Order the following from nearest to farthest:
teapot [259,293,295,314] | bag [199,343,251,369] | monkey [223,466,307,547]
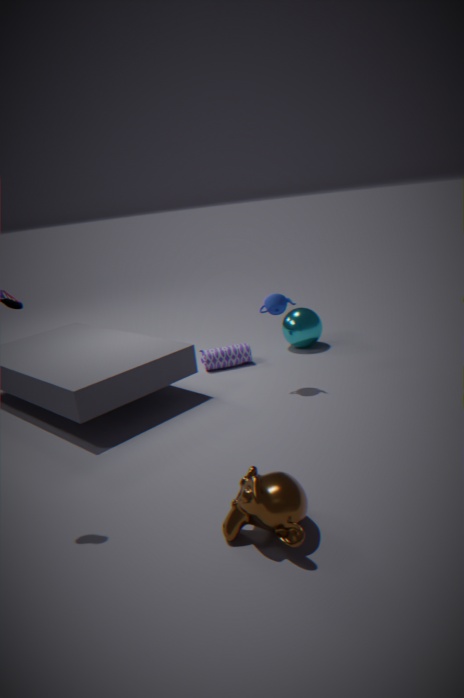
monkey [223,466,307,547]
teapot [259,293,295,314]
bag [199,343,251,369]
